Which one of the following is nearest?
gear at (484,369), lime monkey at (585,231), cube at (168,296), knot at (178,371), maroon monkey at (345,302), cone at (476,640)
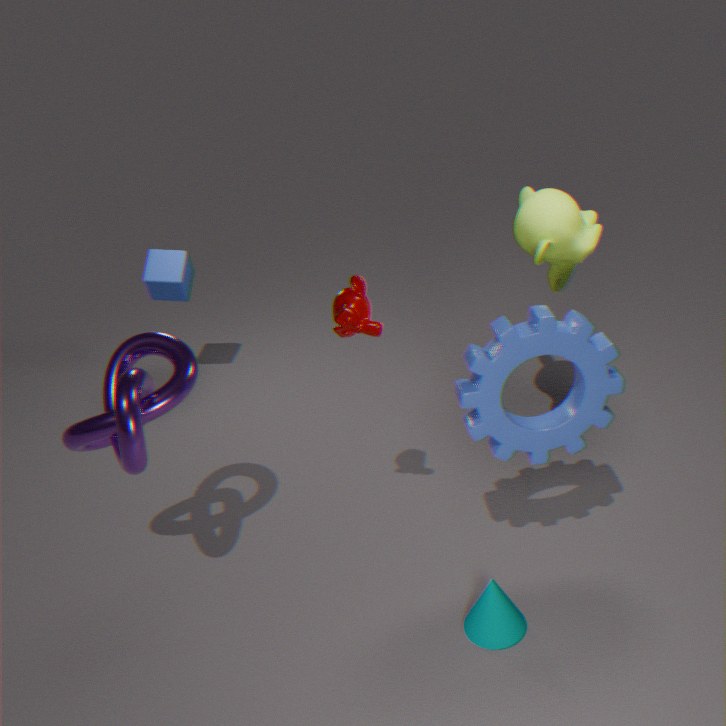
knot at (178,371)
